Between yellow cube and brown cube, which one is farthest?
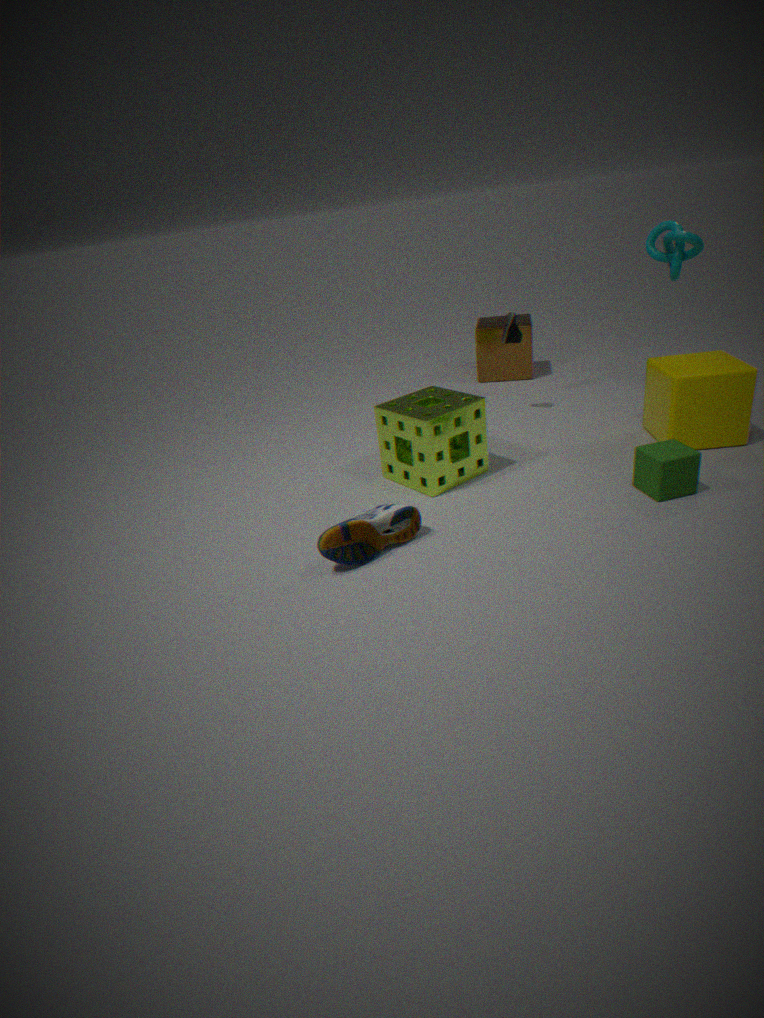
brown cube
